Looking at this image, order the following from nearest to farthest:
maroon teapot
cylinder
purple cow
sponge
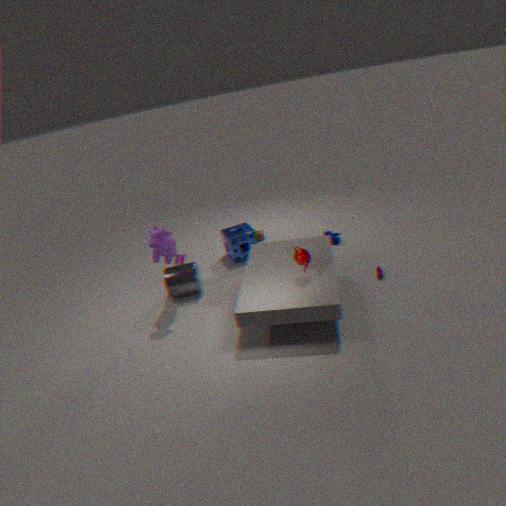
maroon teapot < purple cow < cylinder < sponge
